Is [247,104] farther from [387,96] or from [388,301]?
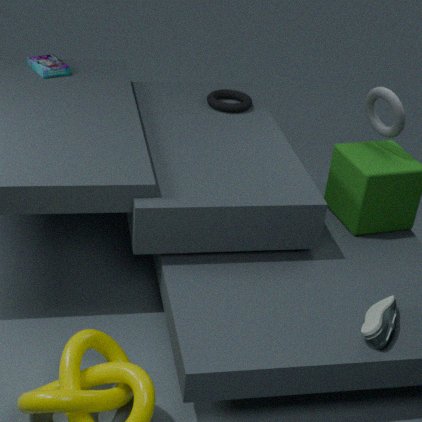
[388,301]
